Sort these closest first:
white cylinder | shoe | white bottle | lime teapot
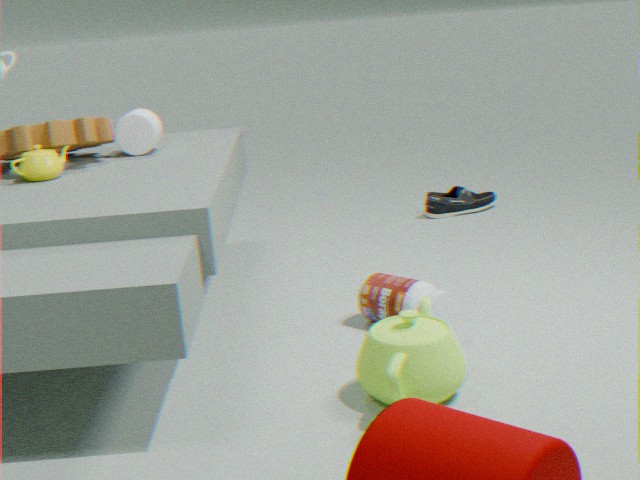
lime teapot
white bottle
white cylinder
shoe
